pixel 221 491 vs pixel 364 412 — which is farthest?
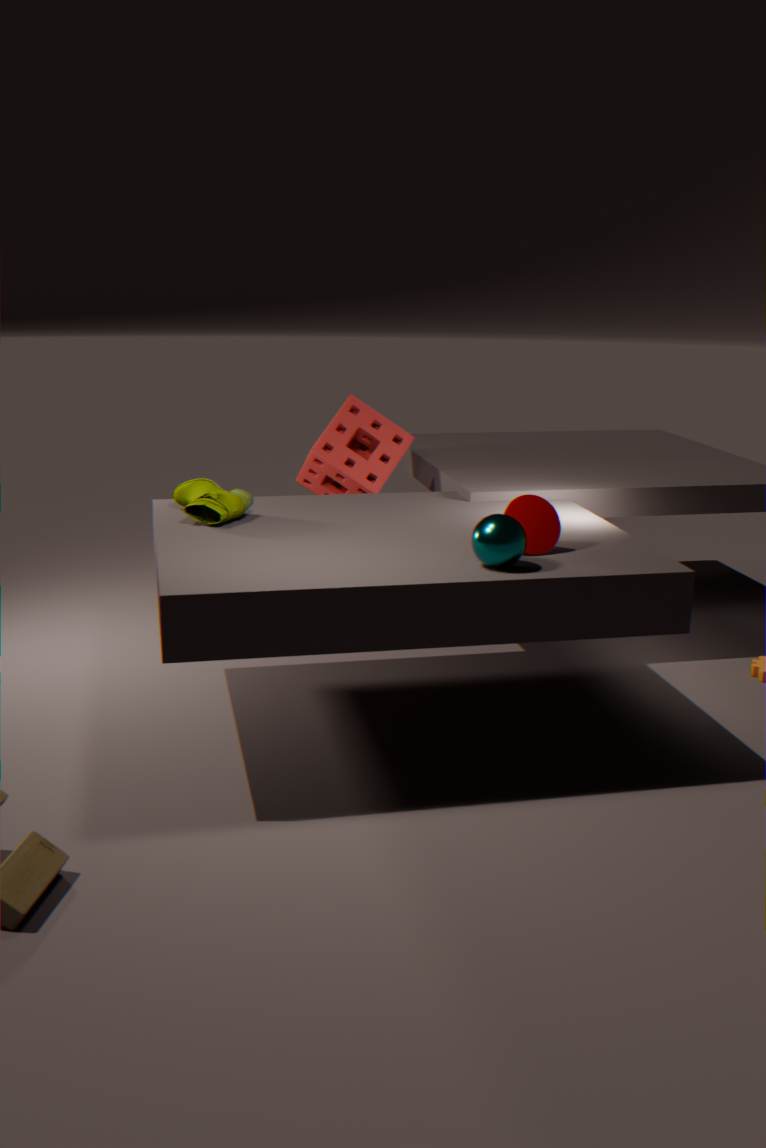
pixel 364 412
